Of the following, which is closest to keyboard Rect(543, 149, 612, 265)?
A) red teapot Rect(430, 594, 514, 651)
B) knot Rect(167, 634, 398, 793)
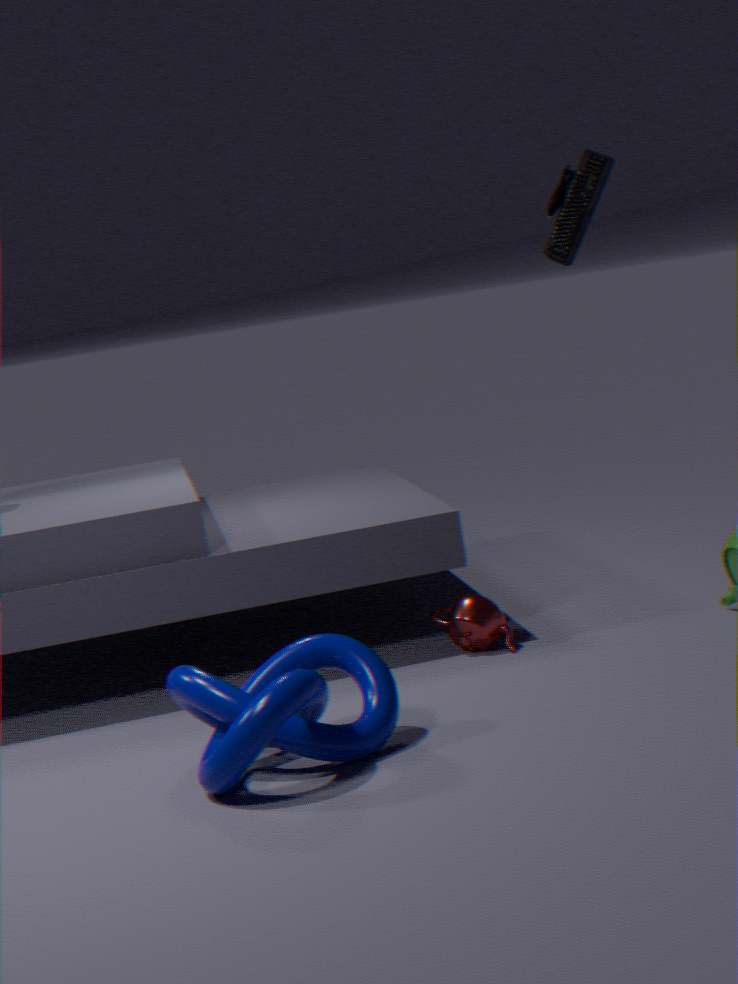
knot Rect(167, 634, 398, 793)
